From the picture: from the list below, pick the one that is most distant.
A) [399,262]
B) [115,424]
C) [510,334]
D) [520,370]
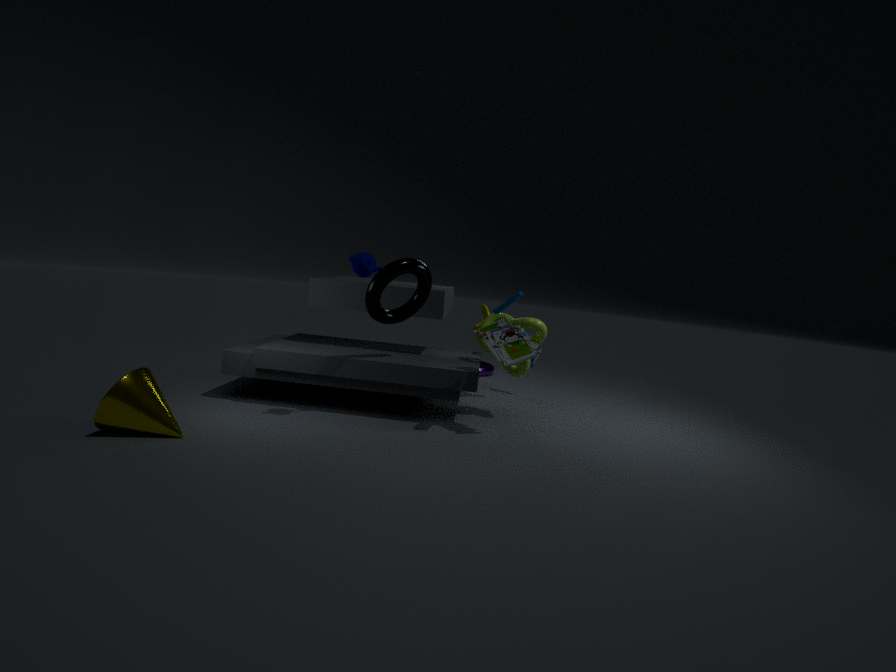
[520,370]
